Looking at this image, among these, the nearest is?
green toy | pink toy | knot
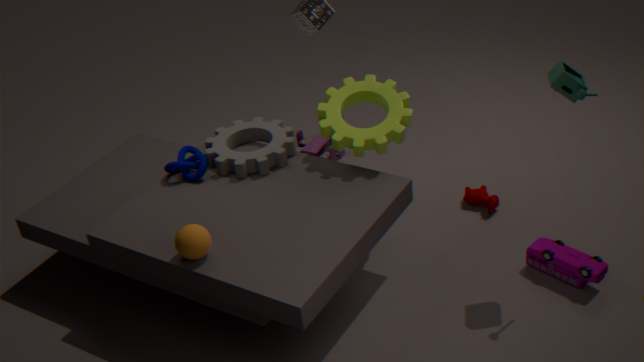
green toy
